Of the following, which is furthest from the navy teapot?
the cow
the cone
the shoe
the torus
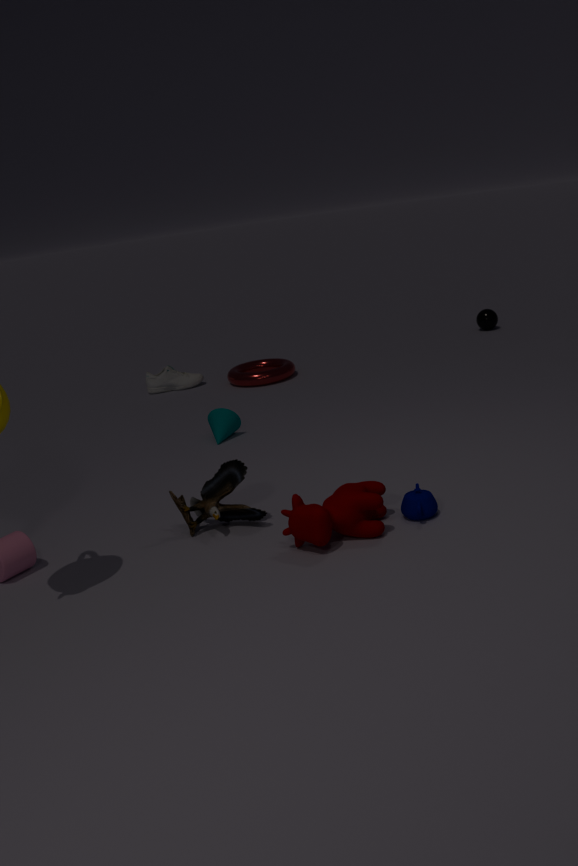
the shoe
